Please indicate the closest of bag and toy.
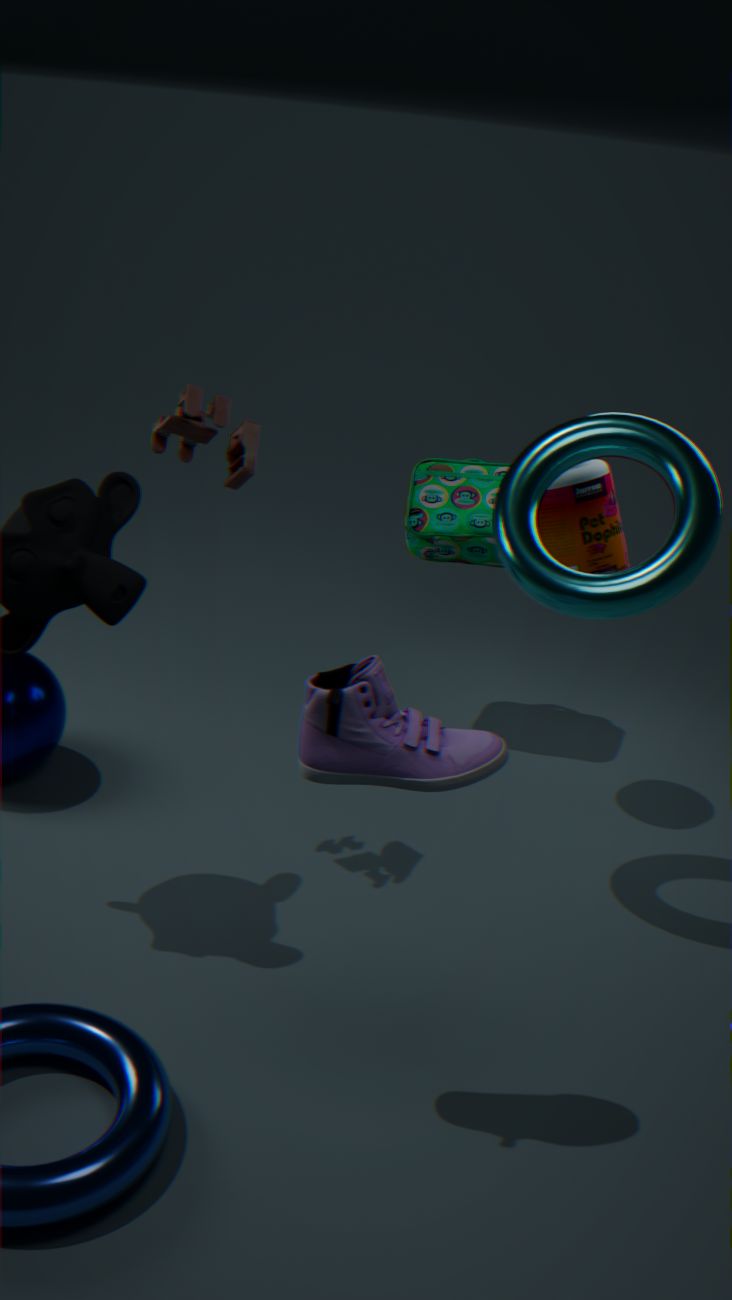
toy
